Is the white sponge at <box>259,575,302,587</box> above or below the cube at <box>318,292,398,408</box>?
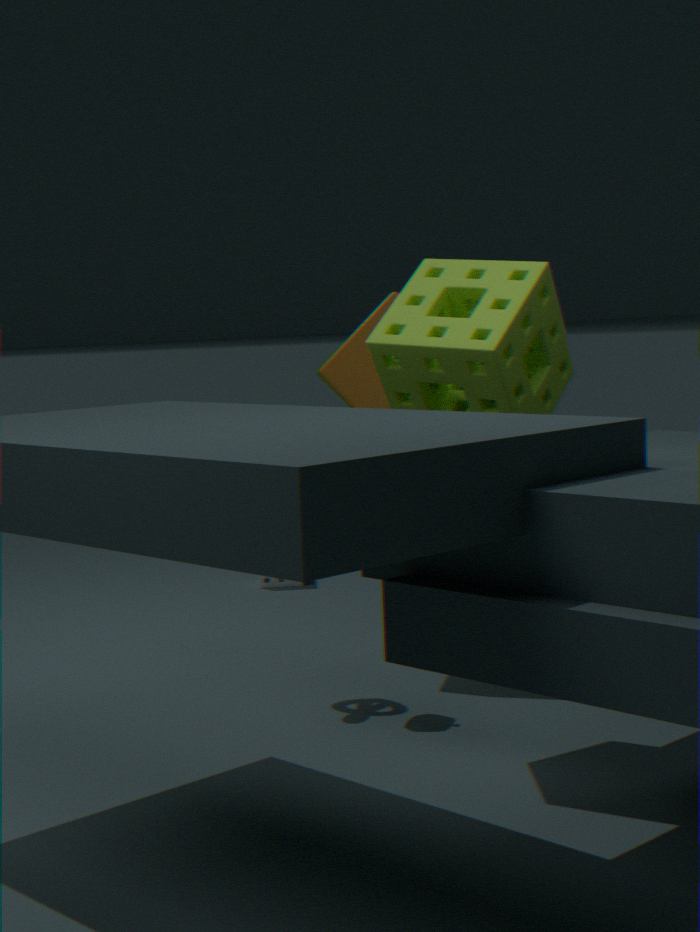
below
